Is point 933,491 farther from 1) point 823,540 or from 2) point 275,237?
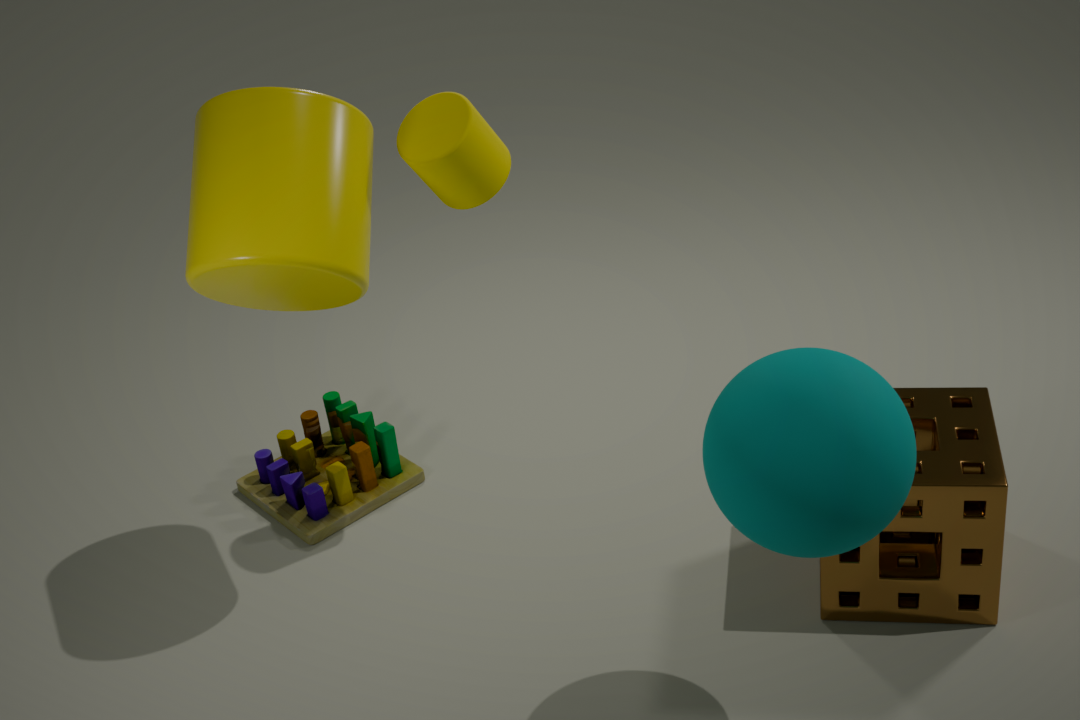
2) point 275,237
